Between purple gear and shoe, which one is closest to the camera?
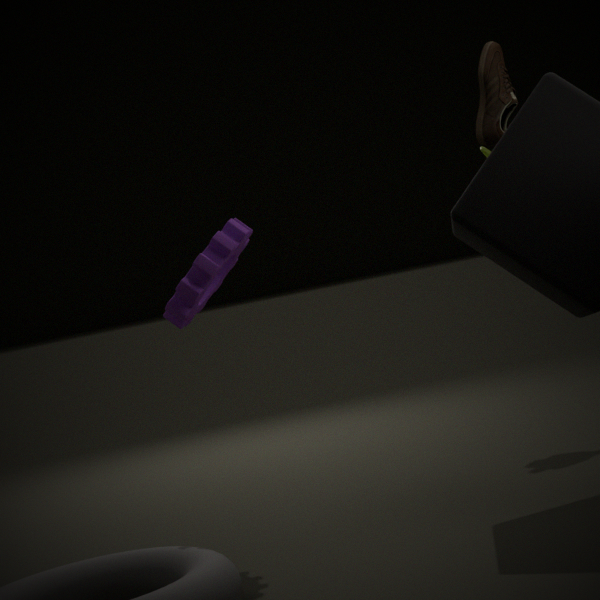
purple gear
